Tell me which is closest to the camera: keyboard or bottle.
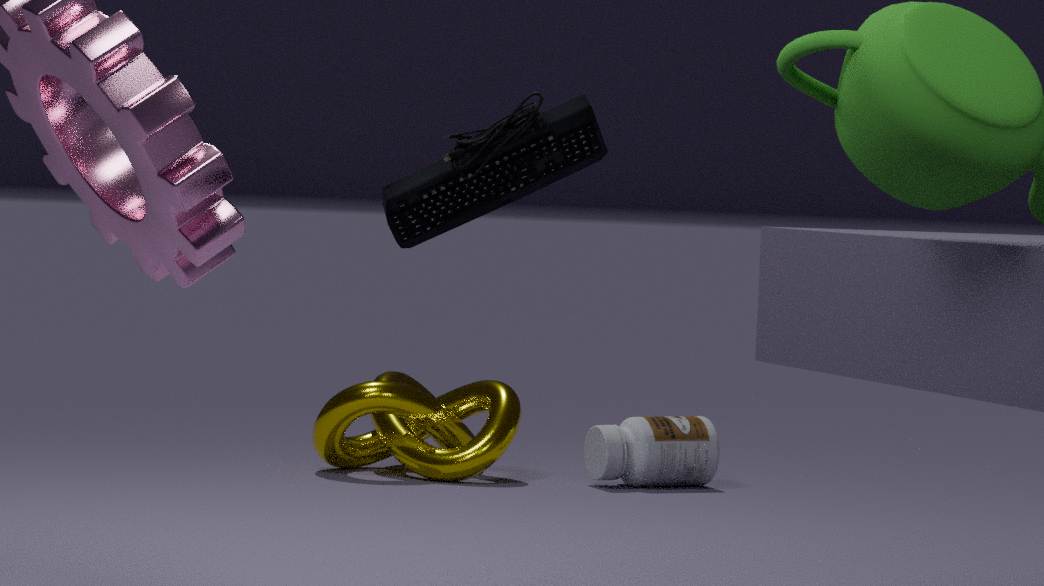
keyboard
